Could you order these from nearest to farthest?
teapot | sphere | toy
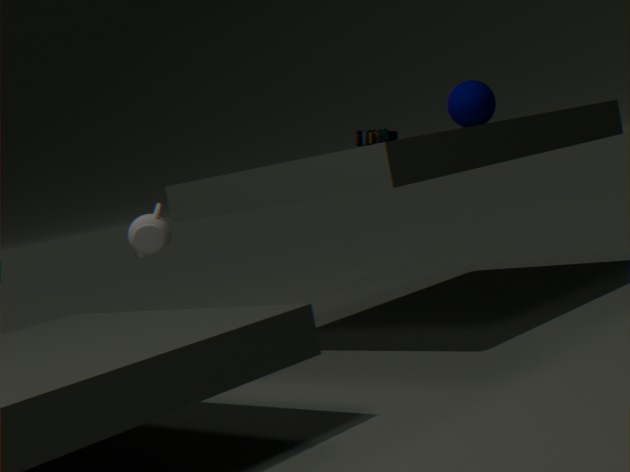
toy → sphere → teapot
